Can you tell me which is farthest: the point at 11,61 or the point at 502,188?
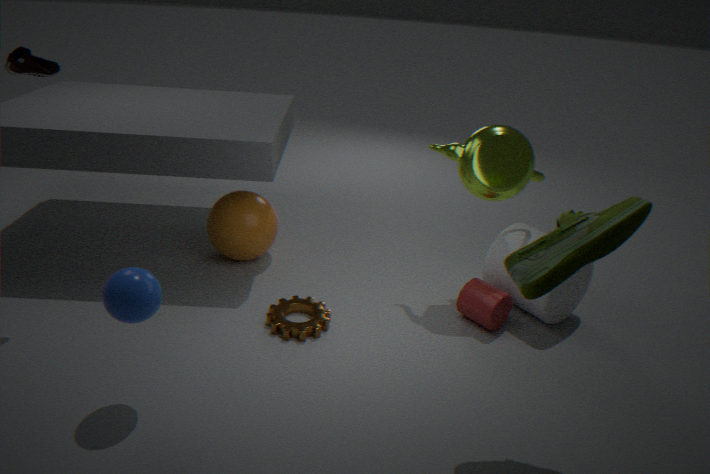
the point at 502,188
